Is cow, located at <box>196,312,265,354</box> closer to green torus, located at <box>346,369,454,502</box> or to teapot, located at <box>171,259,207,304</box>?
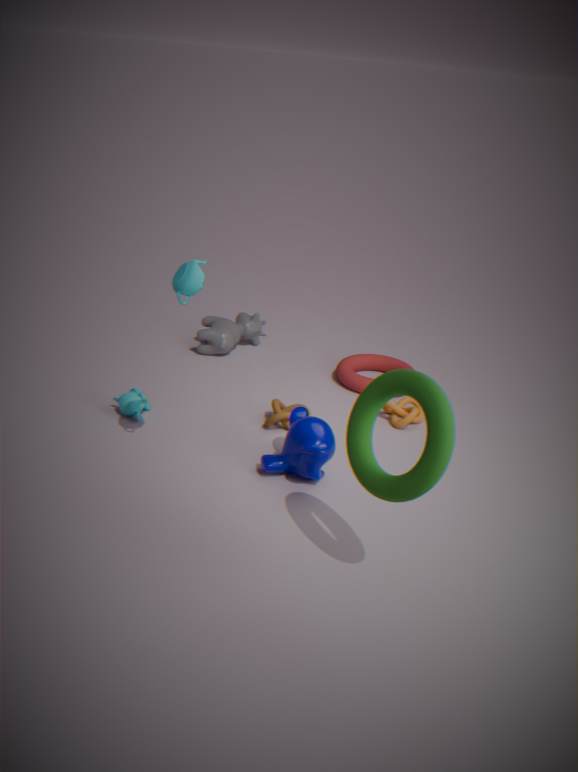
teapot, located at <box>171,259,207,304</box>
